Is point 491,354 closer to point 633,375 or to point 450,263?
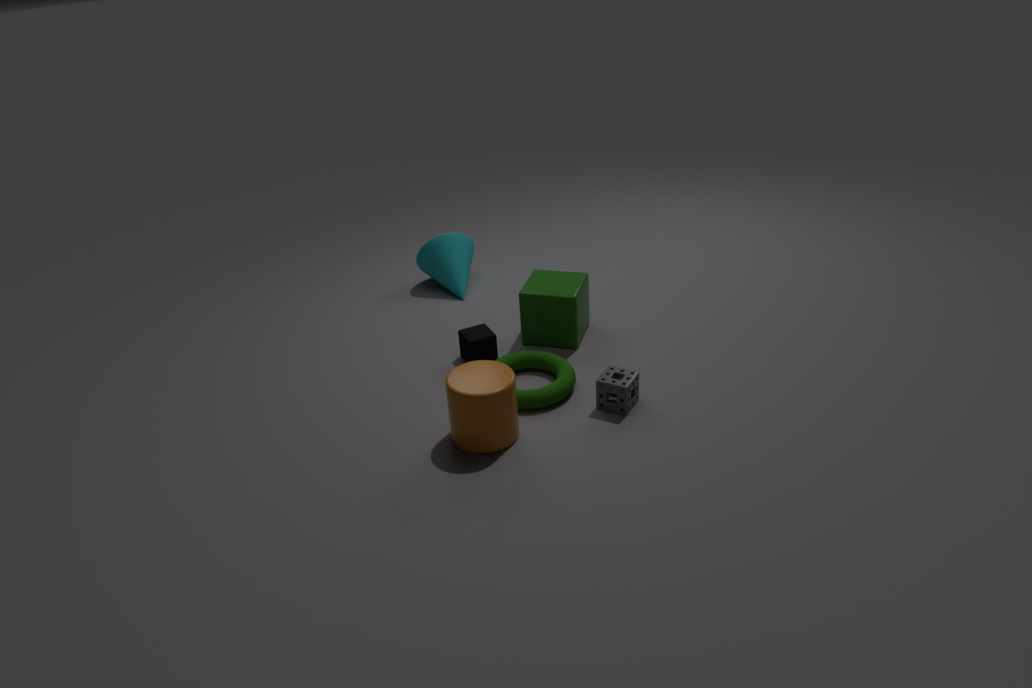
point 633,375
